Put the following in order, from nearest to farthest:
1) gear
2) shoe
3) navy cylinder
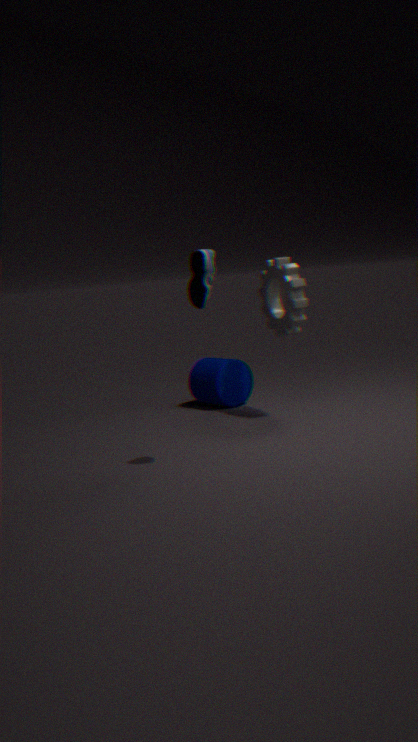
1. 2. shoe
2. 1. gear
3. 3. navy cylinder
